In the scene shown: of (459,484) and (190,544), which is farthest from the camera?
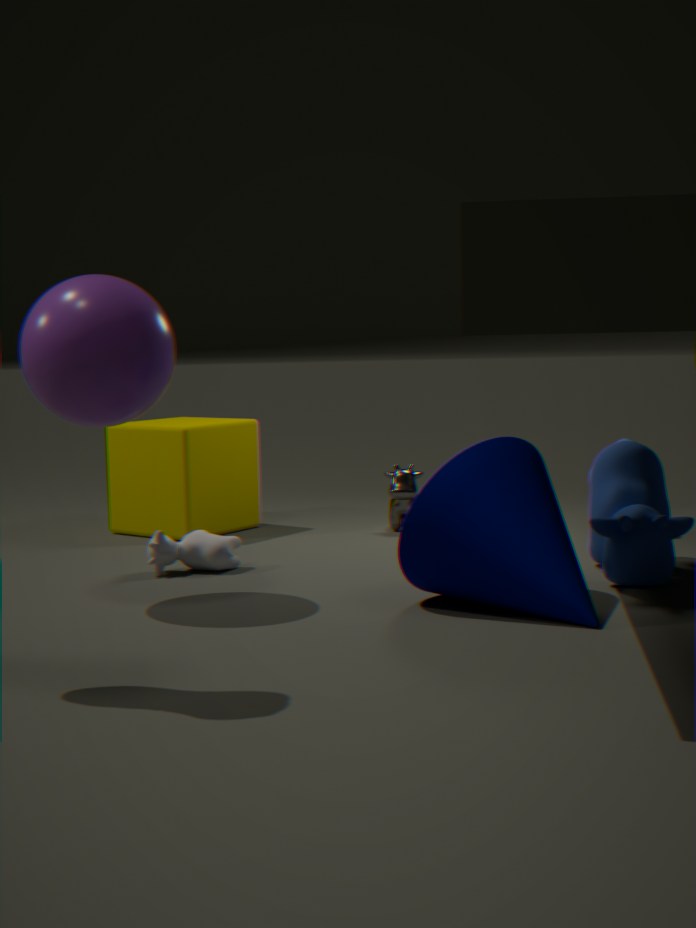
(190,544)
